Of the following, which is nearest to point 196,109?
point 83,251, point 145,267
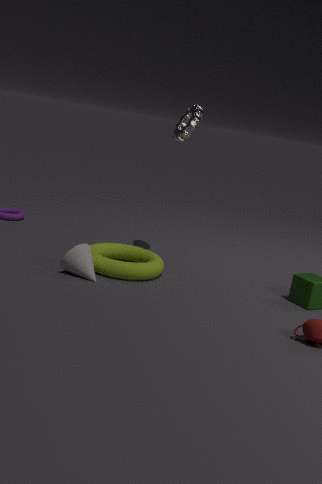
point 145,267
